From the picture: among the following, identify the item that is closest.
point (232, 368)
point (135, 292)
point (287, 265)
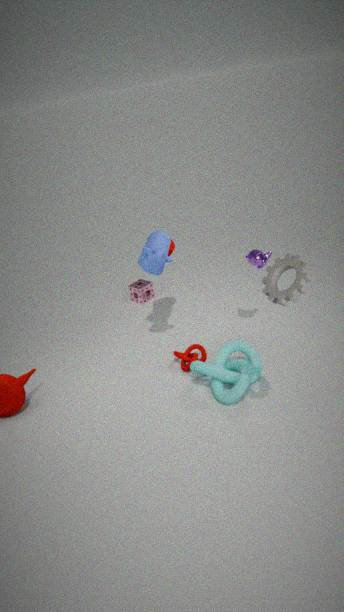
point (287, 265)
